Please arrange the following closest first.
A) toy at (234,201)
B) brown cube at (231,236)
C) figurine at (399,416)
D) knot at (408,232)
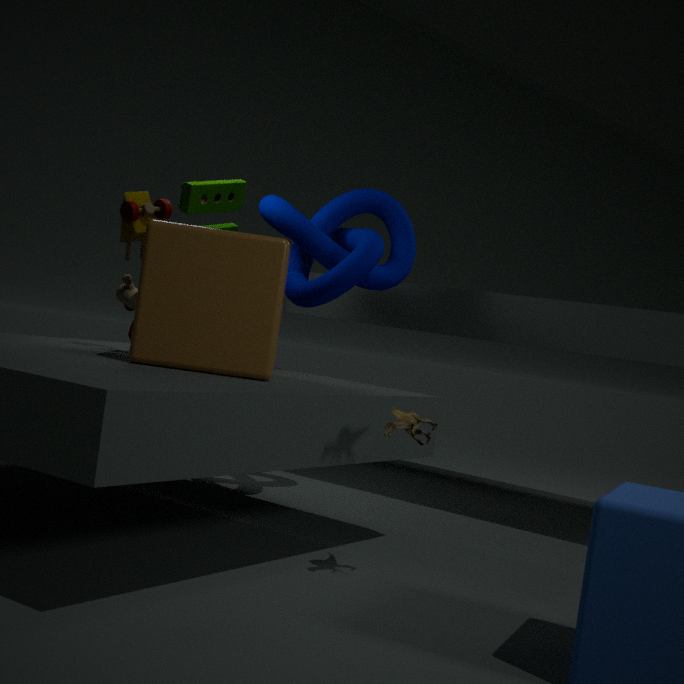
figurine at (399,416) < brown cube at (231,236) < toy at (234,201) < knot at (408,232)
